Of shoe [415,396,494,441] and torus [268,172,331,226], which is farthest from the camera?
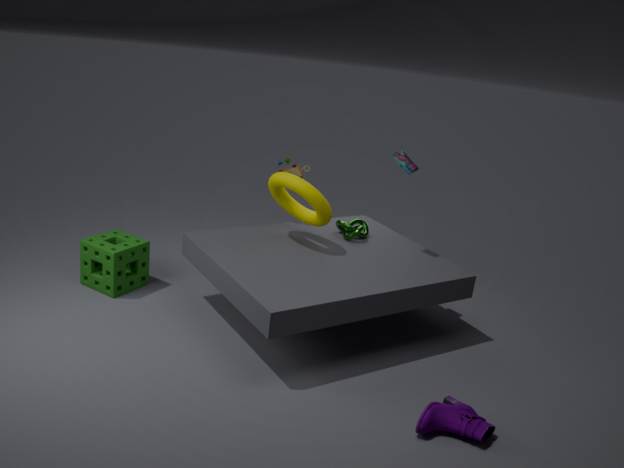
torus [268,172,331,226]
